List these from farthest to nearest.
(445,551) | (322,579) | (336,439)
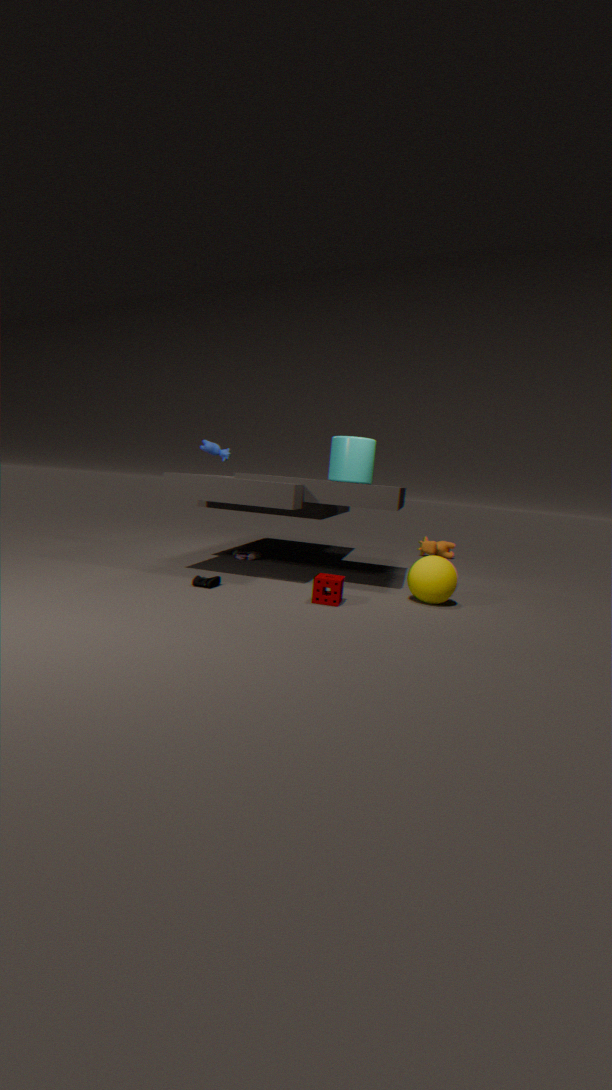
(445,551) → (336,439) → (322,579)
